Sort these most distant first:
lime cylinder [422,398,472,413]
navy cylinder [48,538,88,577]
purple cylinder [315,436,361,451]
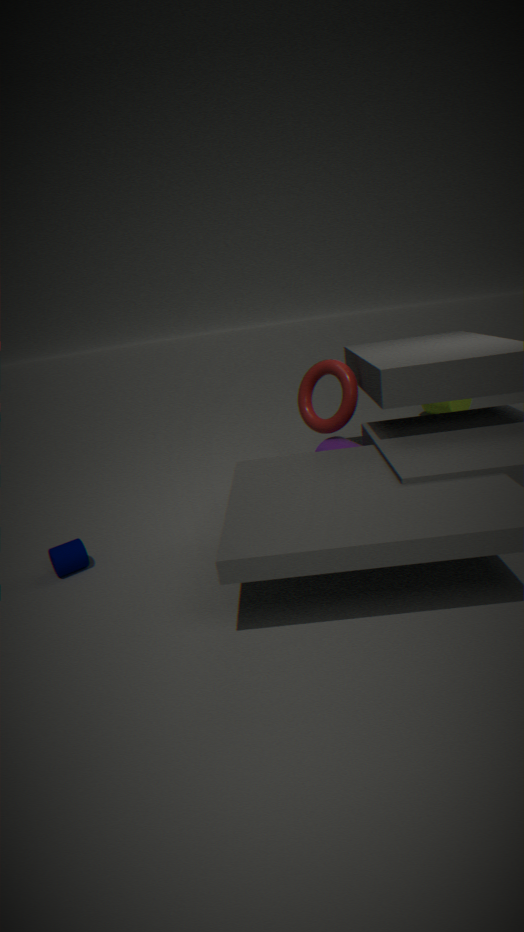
lime cylinder [422,398,472,413] < purple cylinder [315,436,361,451] < navy cylinder [48,538,88,577]
